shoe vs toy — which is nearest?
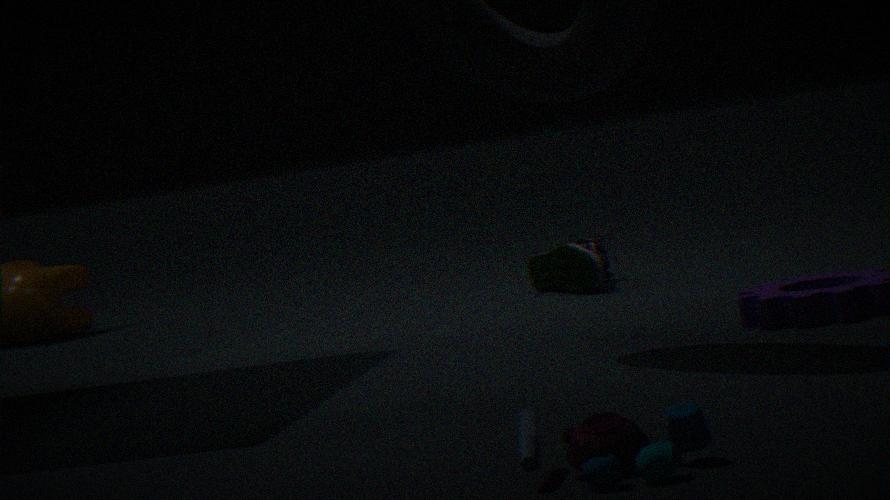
toy
